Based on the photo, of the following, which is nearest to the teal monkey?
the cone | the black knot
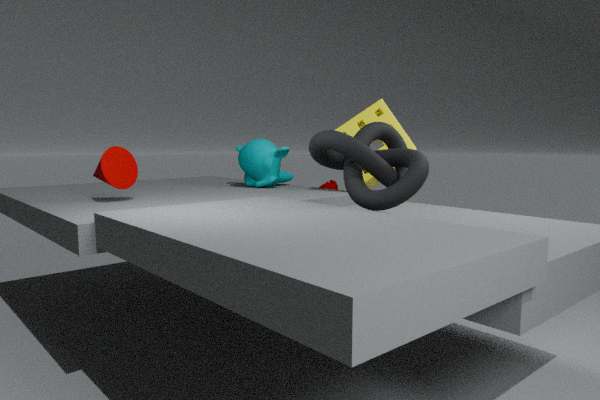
the black knot
